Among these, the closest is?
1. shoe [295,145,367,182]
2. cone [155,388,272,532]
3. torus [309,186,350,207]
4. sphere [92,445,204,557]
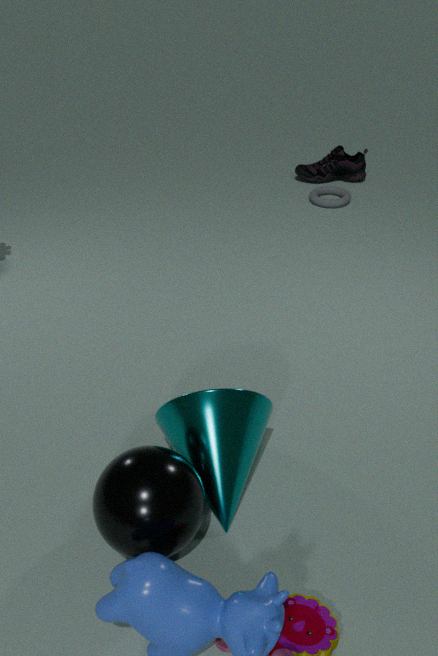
sphere [92,445,204,557]
